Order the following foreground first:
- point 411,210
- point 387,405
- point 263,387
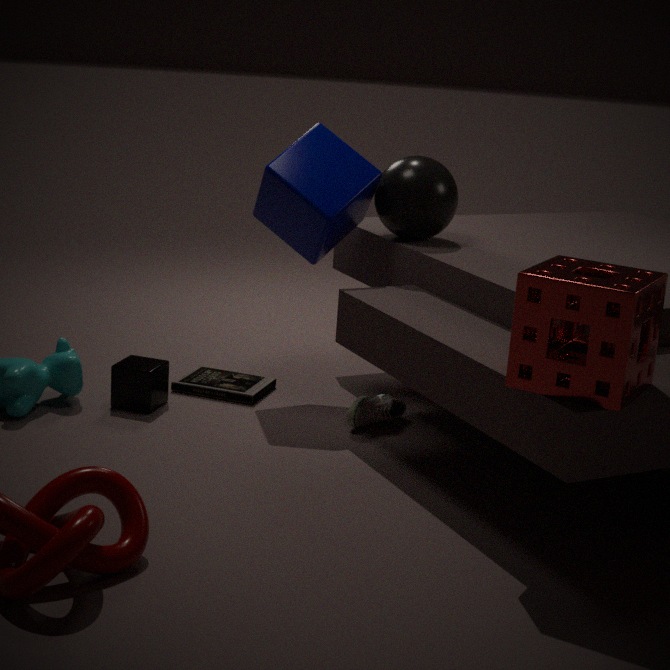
point 387,405, point 411,210, point 263,387
